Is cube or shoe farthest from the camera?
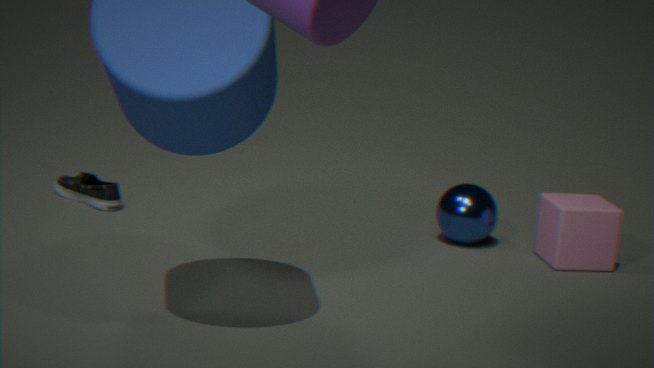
shoe
